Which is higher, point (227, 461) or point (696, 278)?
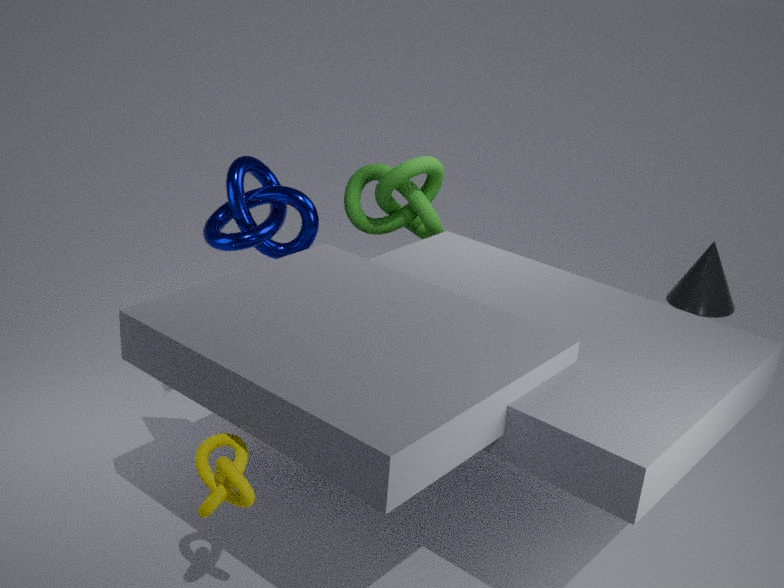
point (227, 461)
